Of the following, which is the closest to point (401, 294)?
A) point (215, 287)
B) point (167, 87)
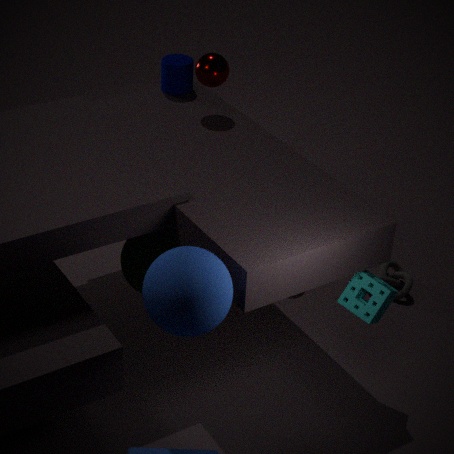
point (167, 87)
